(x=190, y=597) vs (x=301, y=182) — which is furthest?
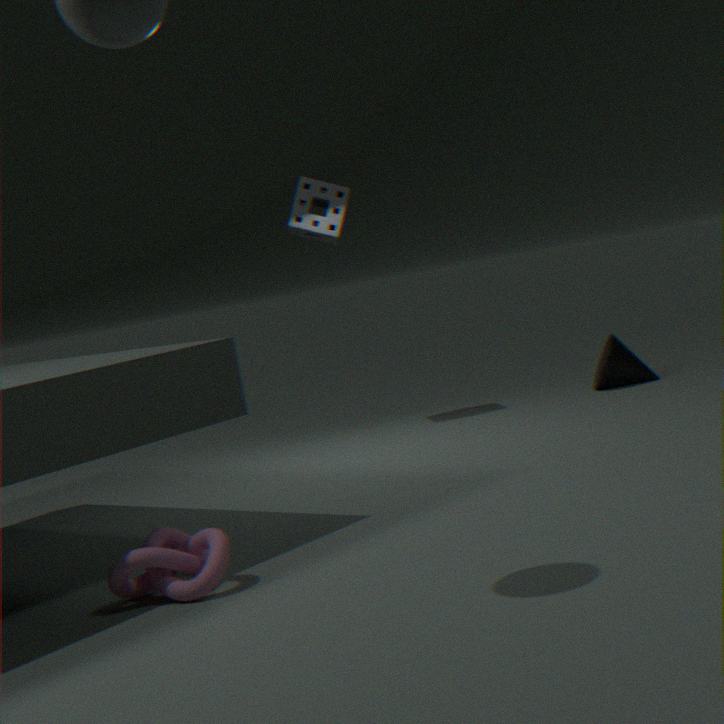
(x=301, y=182)
